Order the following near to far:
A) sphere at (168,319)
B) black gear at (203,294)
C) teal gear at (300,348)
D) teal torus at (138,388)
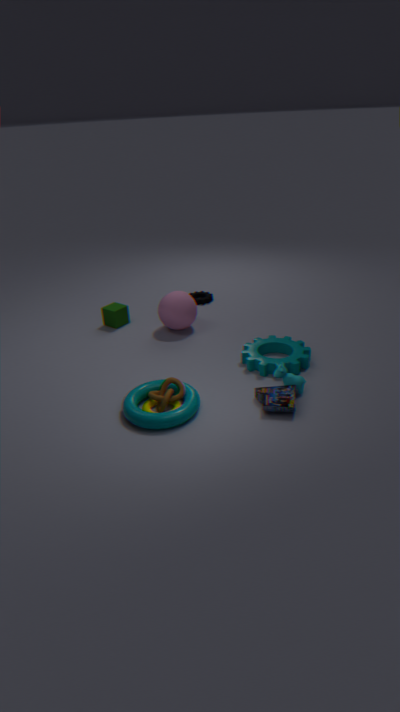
1. teal torus at (138,388)
2. teal gear at (300,348)
3. sphere at (168,319)
4. black gear at (203,294)
